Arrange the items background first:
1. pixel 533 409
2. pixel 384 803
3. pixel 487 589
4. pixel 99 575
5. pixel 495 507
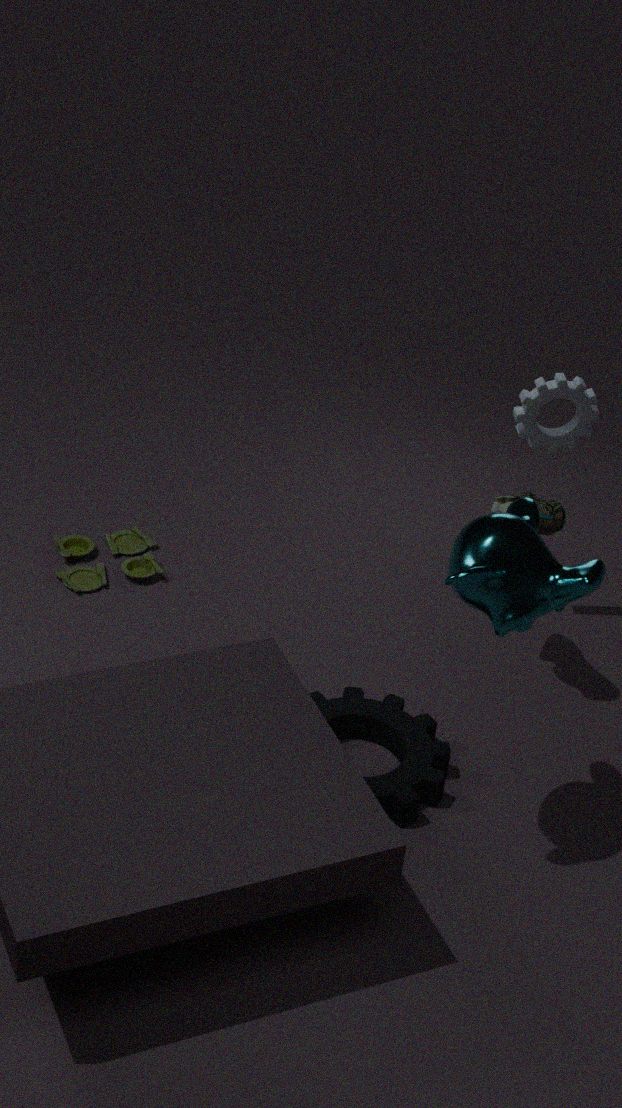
pixel 99 575
pixel 533 409
pixel 495 507
pixel 384 803
pixel 487 589
